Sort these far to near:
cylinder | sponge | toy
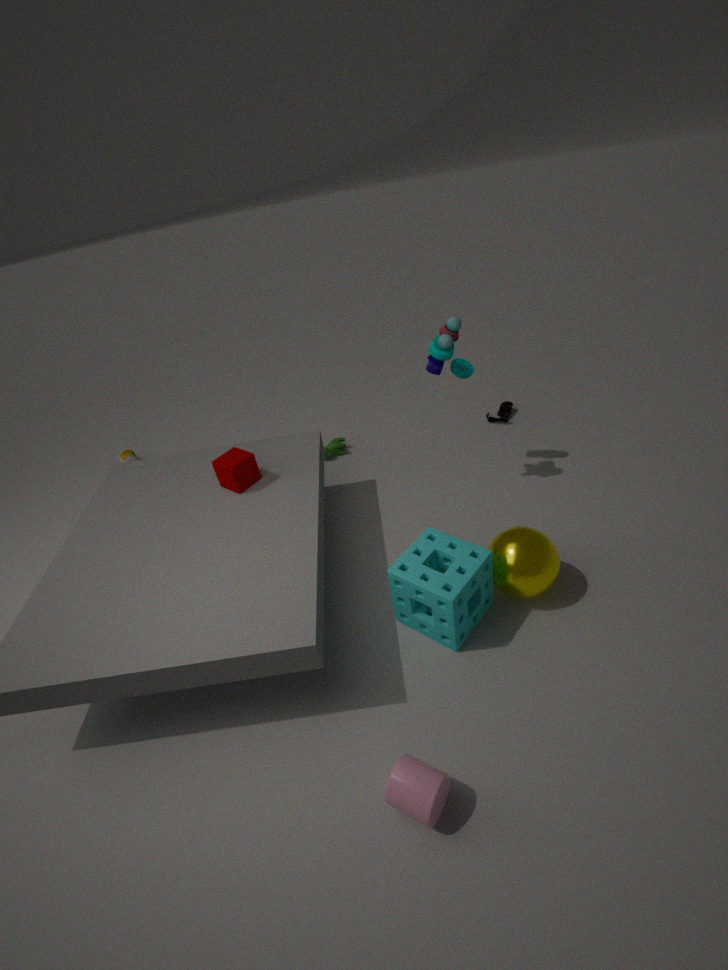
toy < sponge < cylinder
